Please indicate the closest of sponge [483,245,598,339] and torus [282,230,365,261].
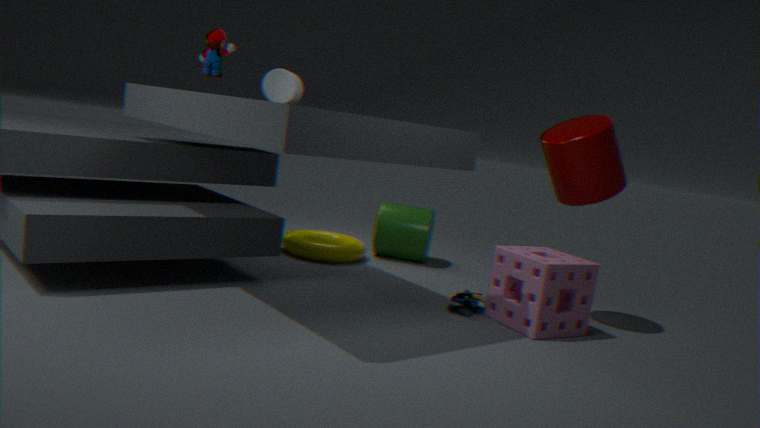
sponge [483,245,598,339]
